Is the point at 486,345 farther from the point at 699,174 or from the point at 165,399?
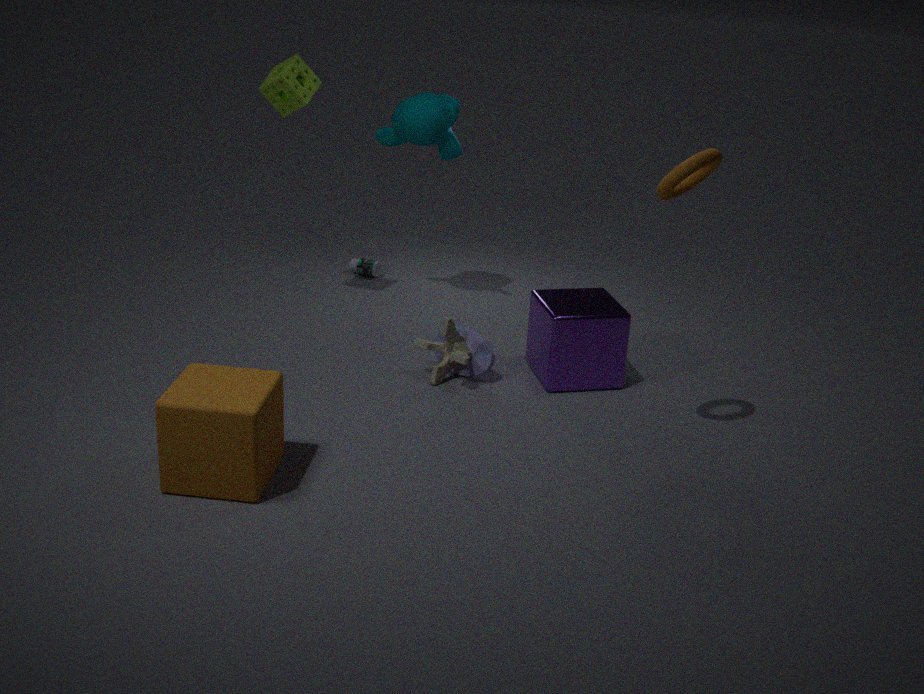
the point at 699,174
